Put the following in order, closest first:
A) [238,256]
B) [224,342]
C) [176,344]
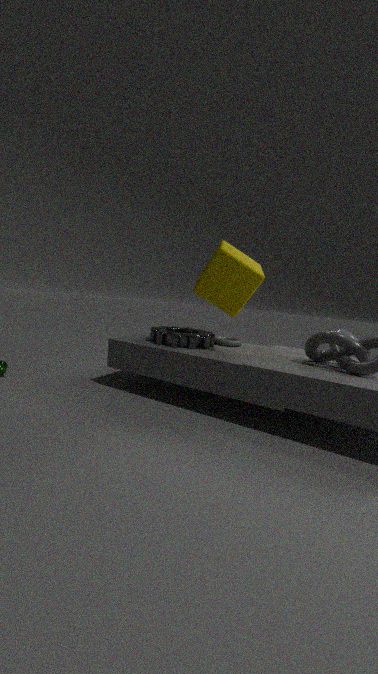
1. [238,256]
2. [176,344]
3. [224,342]
